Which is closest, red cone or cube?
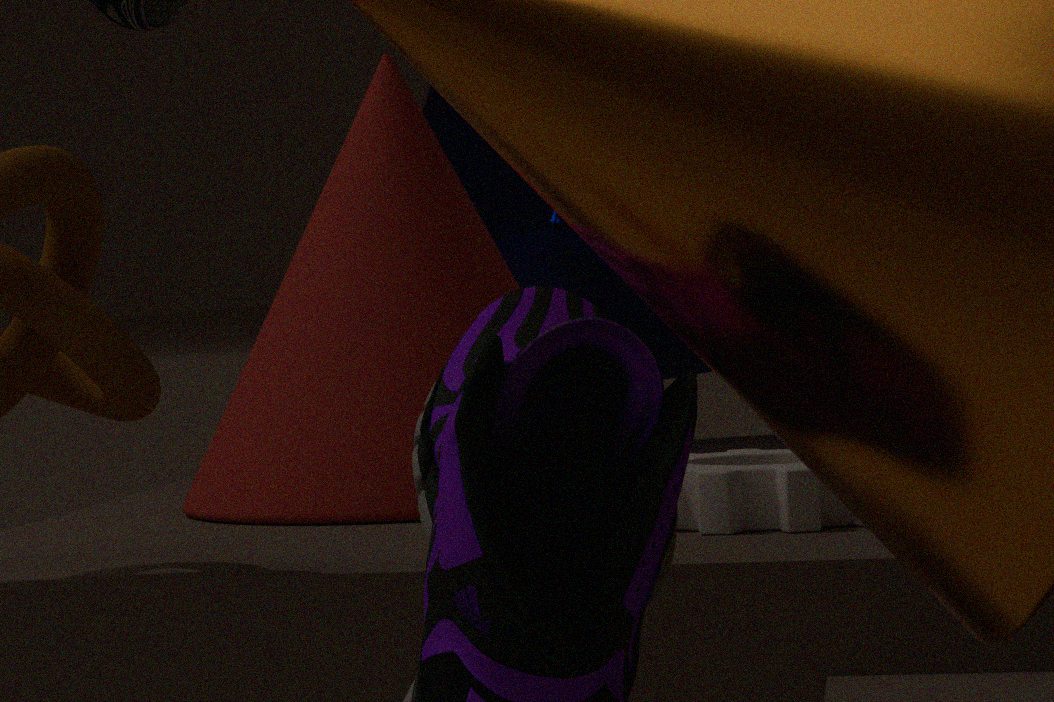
red cone
